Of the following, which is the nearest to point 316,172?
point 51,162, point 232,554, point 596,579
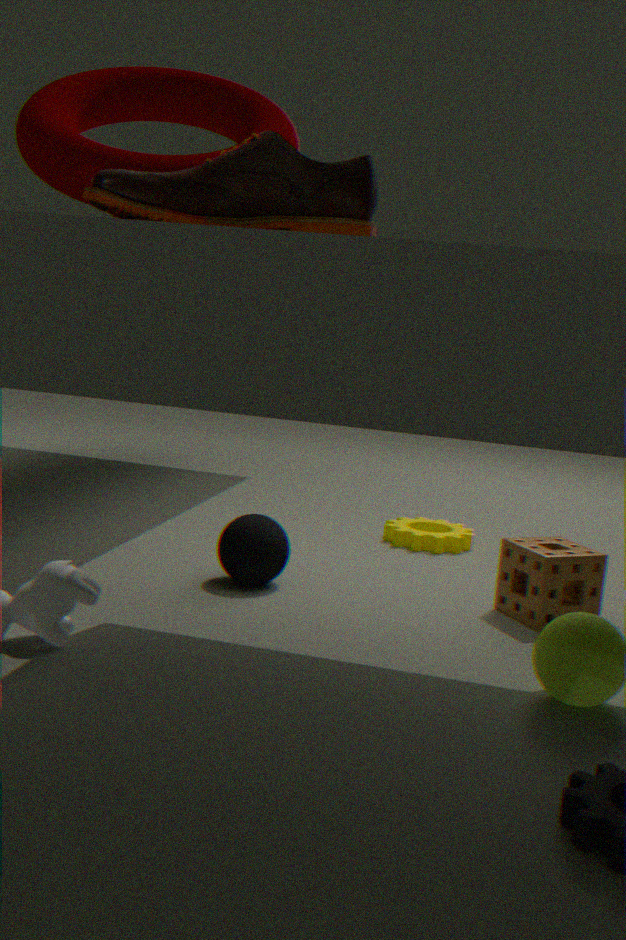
point 51,162
